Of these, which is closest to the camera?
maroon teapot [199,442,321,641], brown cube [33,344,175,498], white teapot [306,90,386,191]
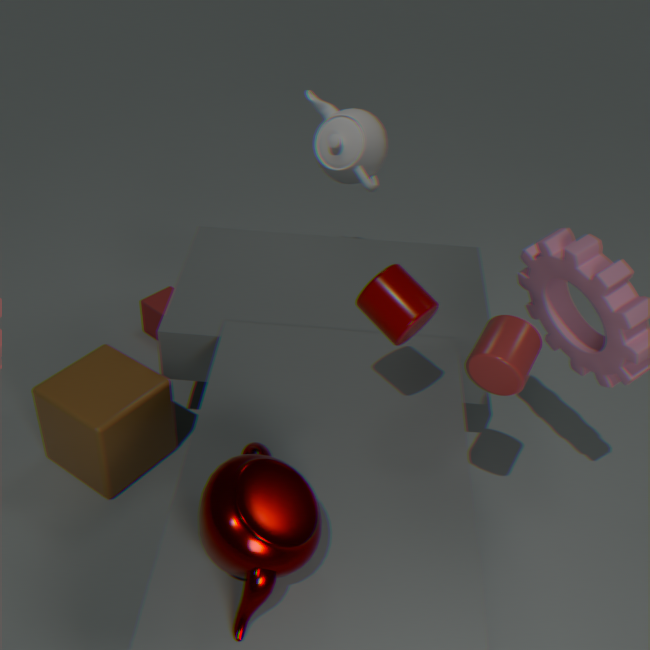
maroon teapot [199,442,321,641]
